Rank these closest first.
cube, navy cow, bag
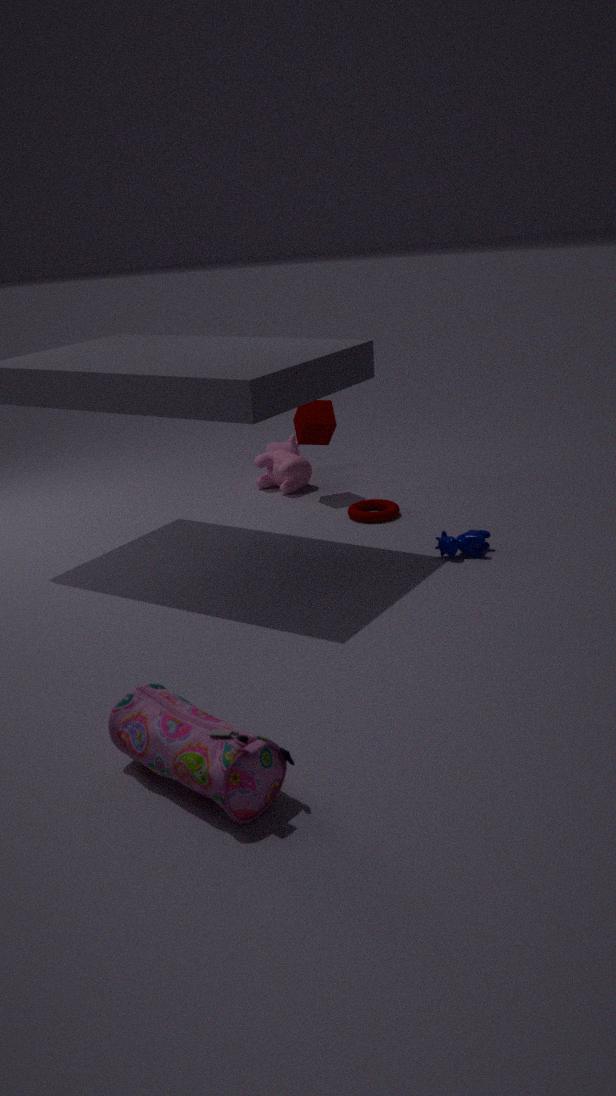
bag → navy cow → cube
